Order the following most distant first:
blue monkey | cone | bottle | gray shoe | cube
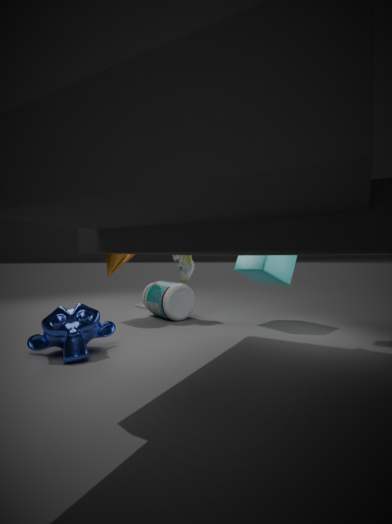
cone → gray shoe → bottle → cube → blue monkey
